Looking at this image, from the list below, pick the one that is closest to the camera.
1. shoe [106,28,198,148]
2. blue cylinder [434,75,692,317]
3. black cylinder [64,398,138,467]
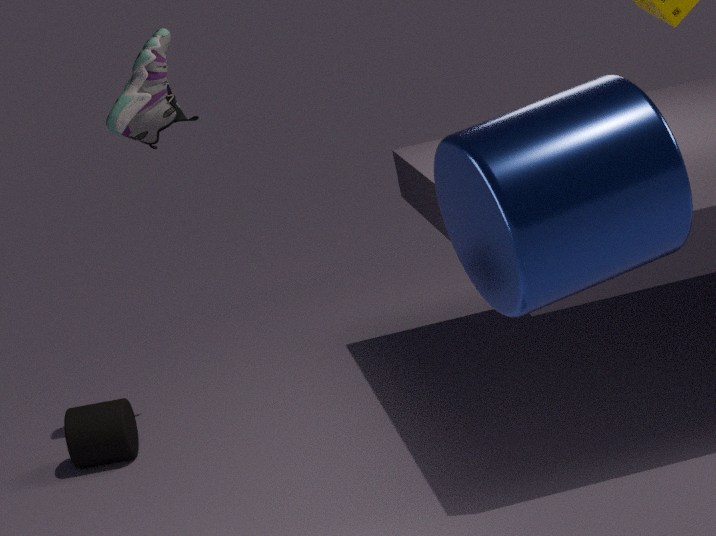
blue cylinder [434,75,692,317]
